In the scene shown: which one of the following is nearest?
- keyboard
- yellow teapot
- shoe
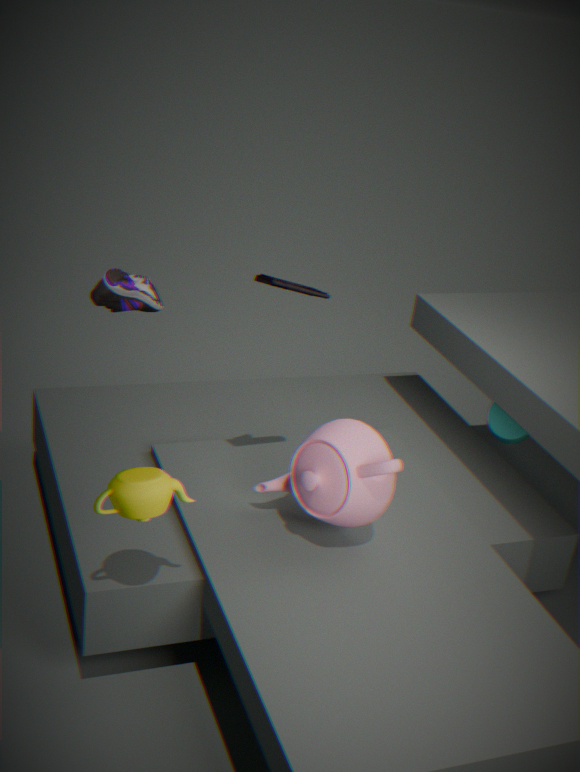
yellow teapot
